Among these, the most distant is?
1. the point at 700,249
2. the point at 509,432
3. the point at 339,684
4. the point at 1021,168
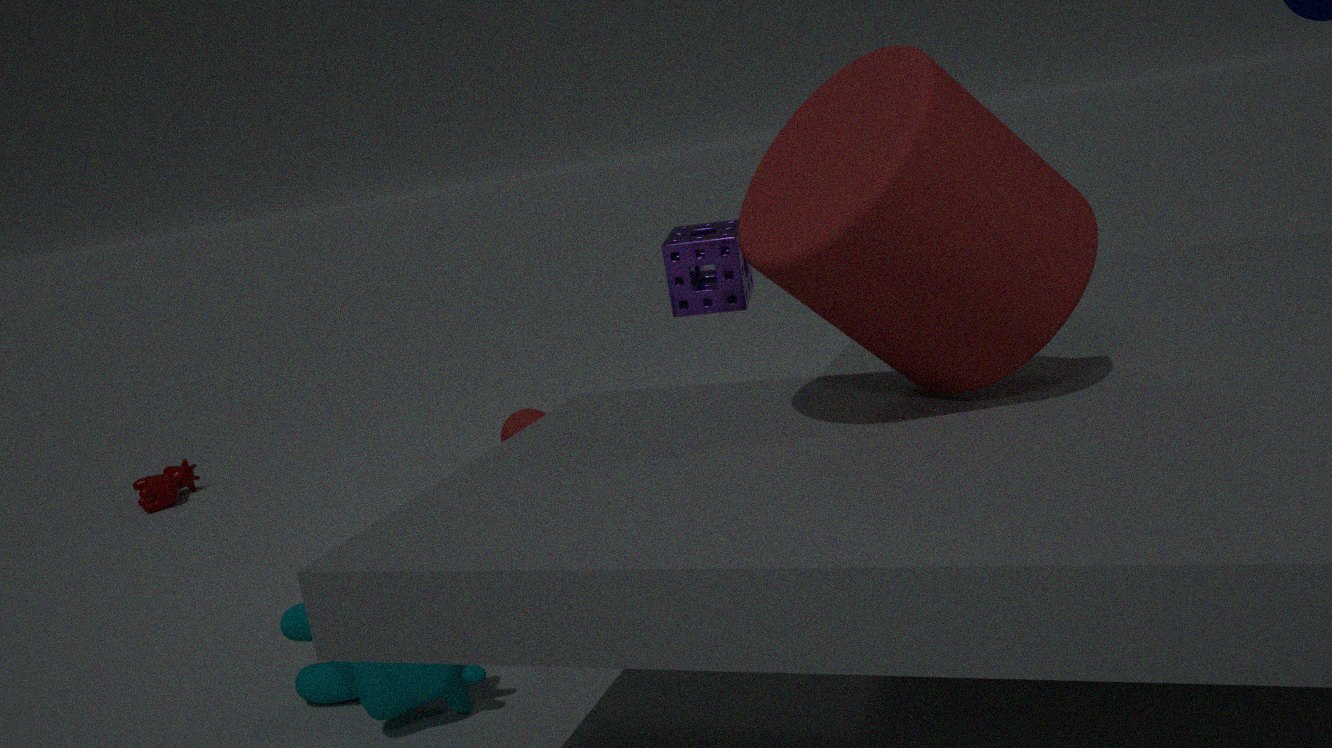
the point at 509,432
